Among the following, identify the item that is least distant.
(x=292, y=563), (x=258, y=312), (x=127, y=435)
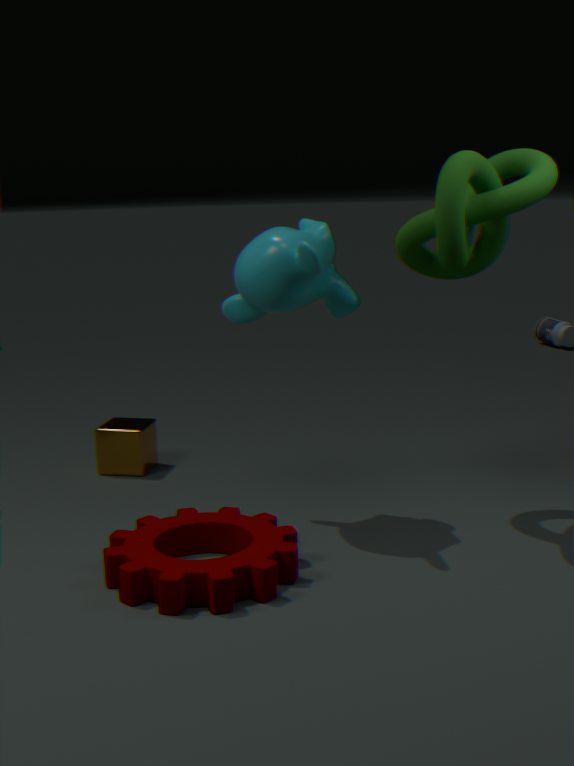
(x=292, y=563)
